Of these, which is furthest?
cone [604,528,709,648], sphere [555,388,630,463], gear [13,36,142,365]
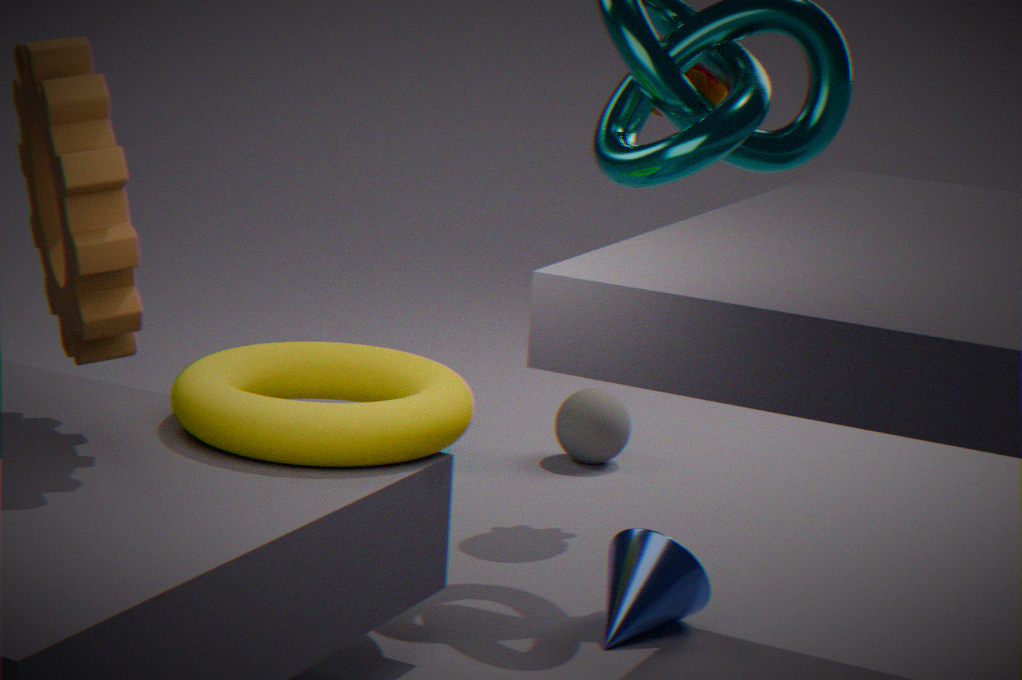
sphere [555,388,630,463]
